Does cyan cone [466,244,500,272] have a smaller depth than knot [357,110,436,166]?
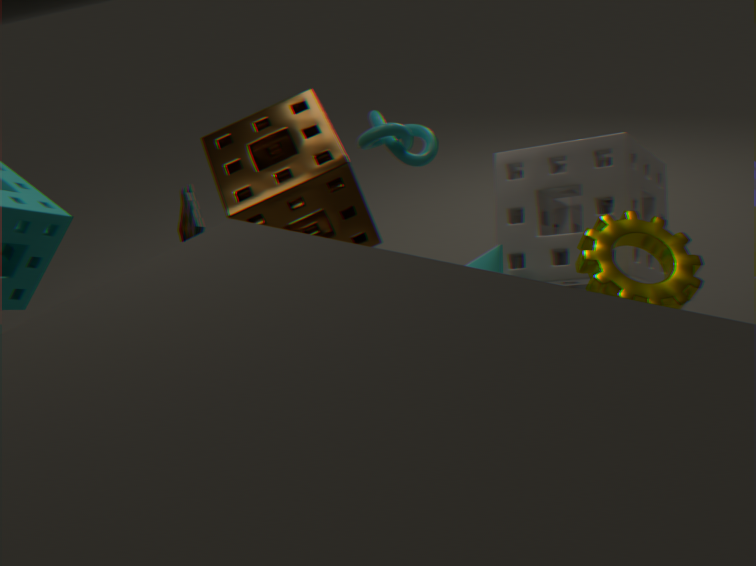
Yes
